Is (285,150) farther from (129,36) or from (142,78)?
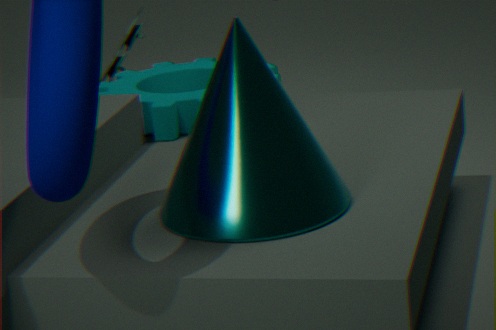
(142,78)
